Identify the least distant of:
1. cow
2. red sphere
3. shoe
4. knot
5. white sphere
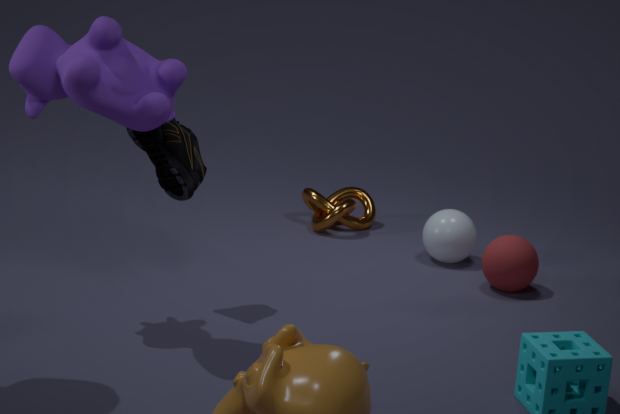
cow
